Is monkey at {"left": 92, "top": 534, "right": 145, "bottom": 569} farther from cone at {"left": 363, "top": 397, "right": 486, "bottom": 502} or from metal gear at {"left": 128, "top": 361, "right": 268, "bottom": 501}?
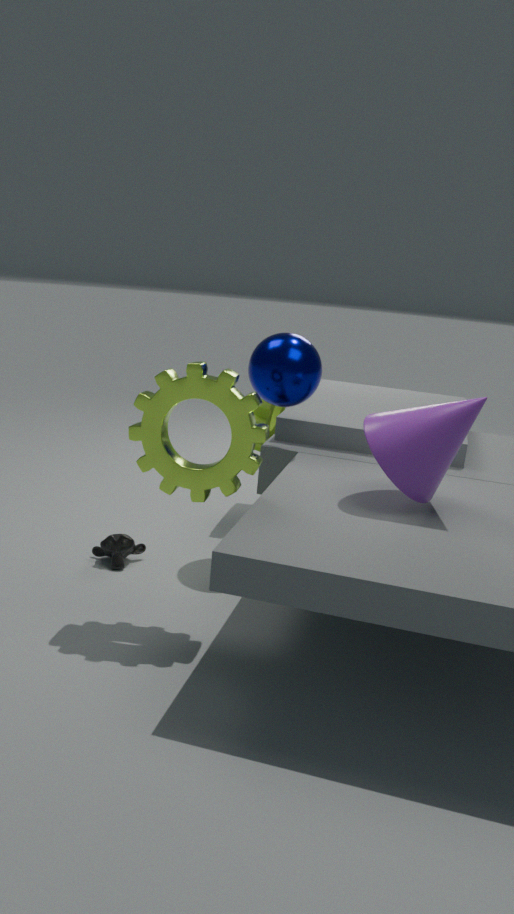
cone at {"left": 363, "top": 397, "right": 486, "bottom": 502}
